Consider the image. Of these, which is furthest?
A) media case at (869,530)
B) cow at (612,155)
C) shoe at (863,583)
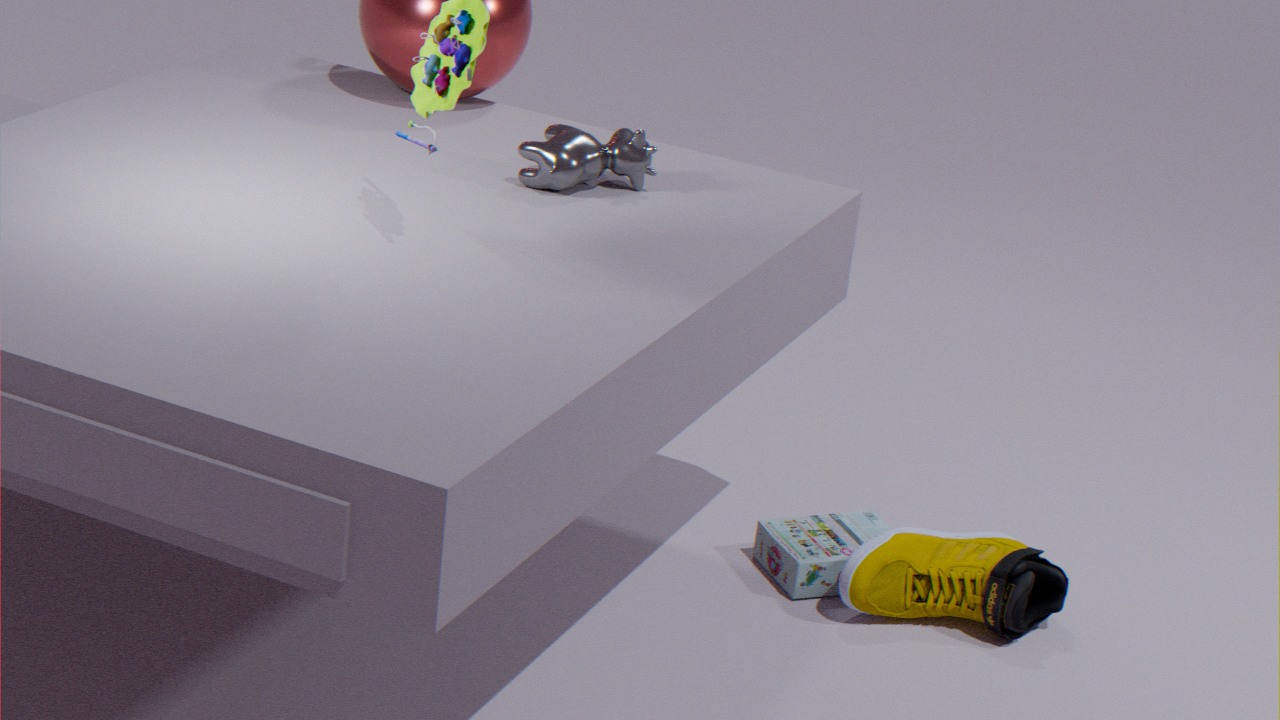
media case at (869,530)
